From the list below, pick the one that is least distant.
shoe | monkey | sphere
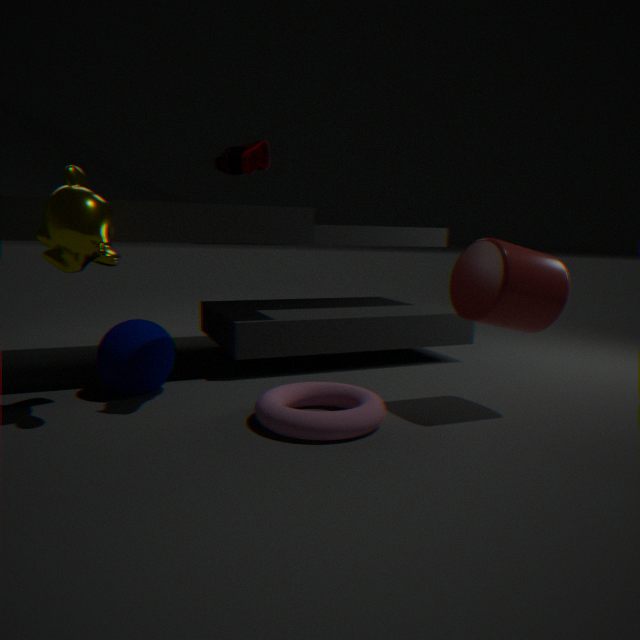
monkey
